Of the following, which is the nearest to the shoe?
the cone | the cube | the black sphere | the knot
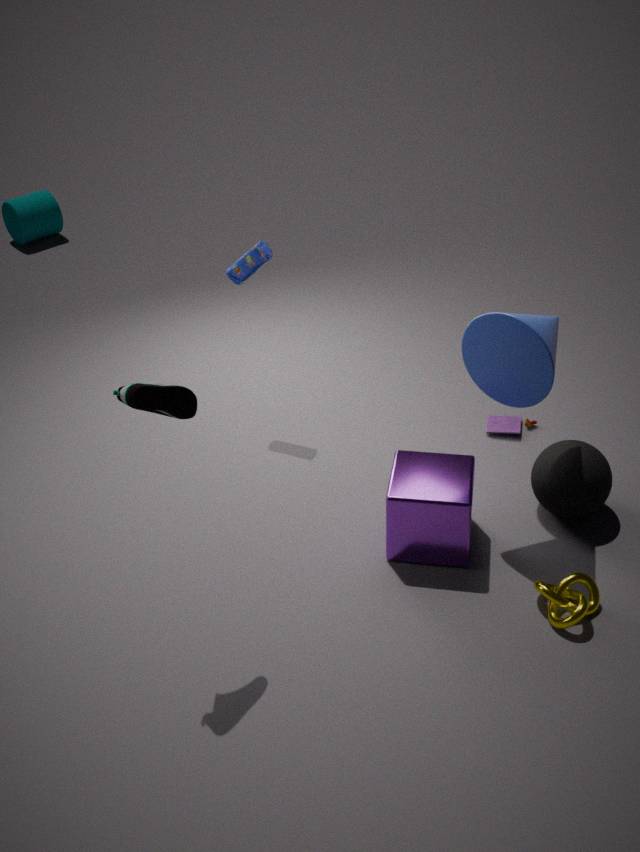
the cube
